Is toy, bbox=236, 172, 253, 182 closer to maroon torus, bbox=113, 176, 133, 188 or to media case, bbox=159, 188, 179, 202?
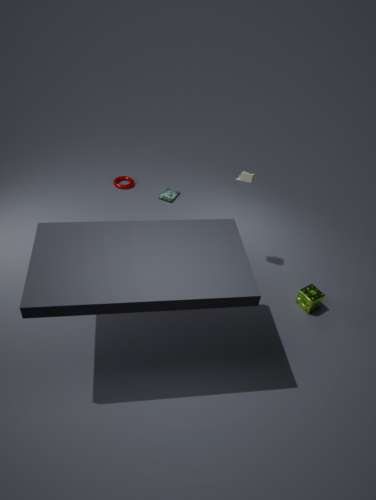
media case, bbox=159, 188, 179, 202
